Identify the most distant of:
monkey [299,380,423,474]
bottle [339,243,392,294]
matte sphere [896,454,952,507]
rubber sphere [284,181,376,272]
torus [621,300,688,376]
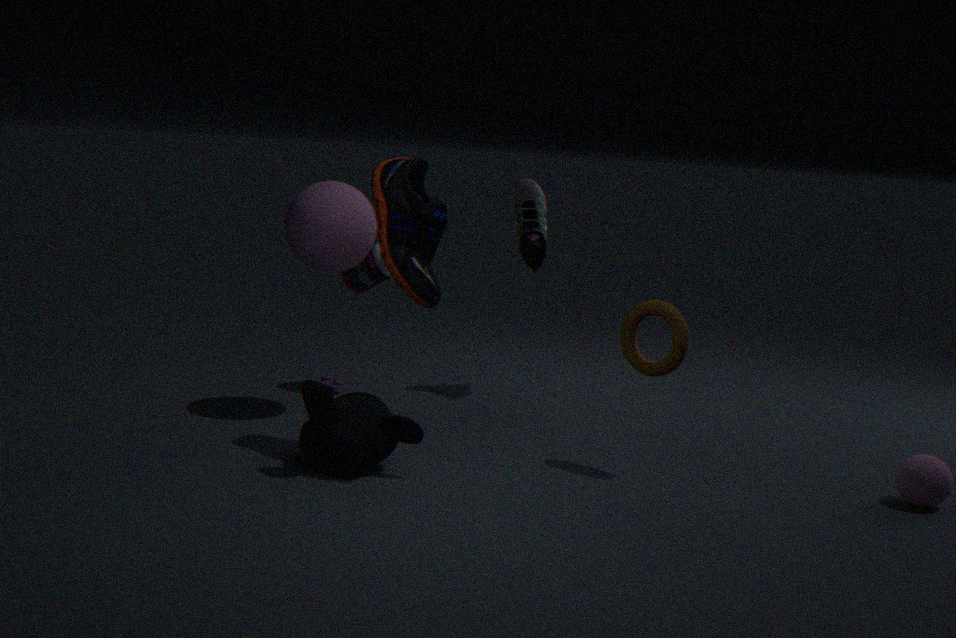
bottle [339,243,392,294]
